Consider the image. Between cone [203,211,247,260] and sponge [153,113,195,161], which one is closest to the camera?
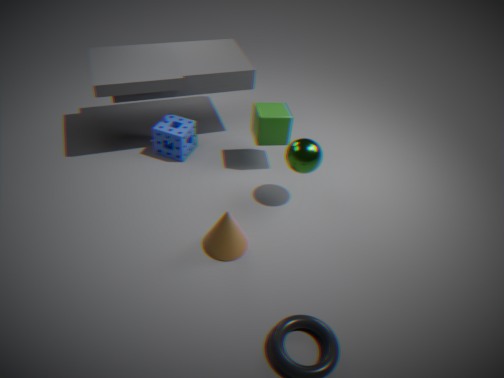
cone [203,211,247,260]
